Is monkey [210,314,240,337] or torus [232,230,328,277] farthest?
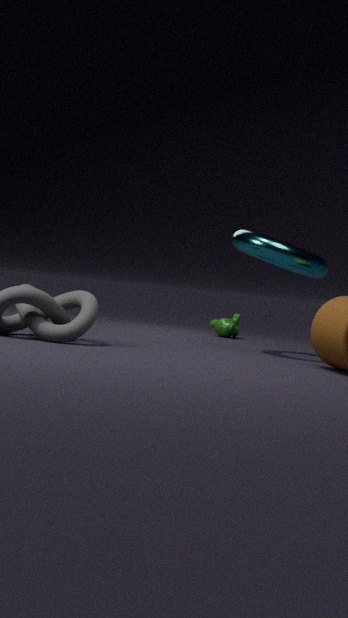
monkey [210,314,240,337]
